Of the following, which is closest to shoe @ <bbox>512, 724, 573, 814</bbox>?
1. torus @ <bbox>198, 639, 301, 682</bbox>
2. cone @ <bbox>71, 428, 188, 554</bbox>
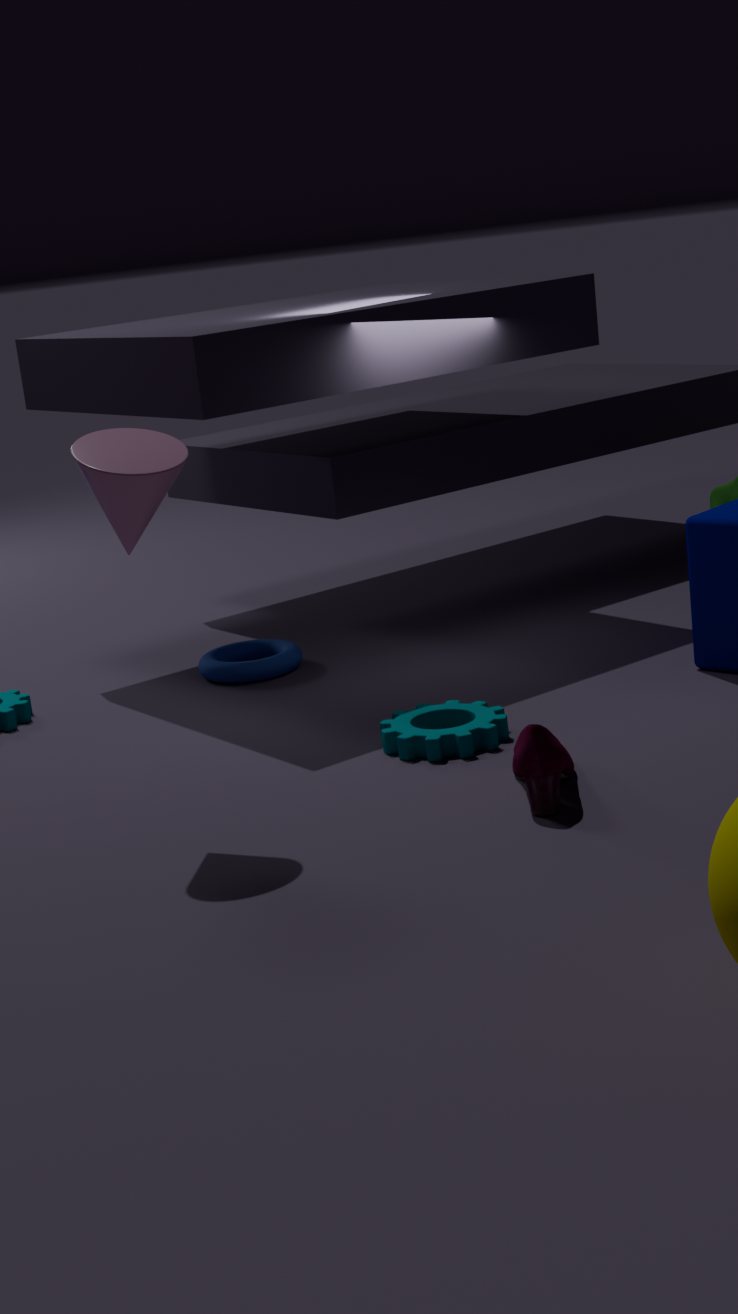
cone @ <bbox>71, 428, 188, 554</bbox>
